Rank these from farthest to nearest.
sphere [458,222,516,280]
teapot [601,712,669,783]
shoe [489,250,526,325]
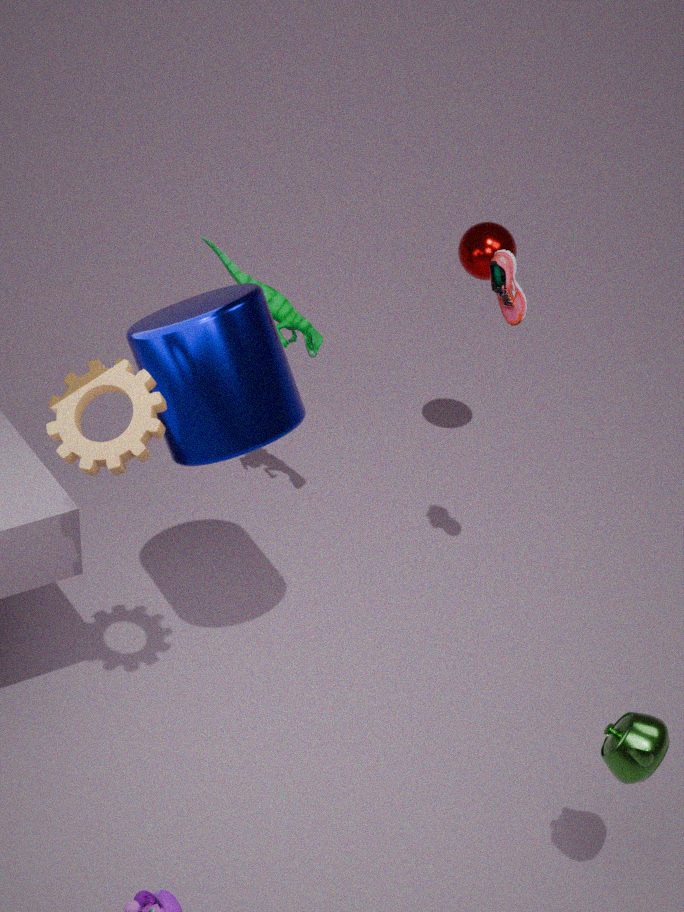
sphere [458,222,516,280], shoe [489,250,526,325], teapot [601,712,669,783]
